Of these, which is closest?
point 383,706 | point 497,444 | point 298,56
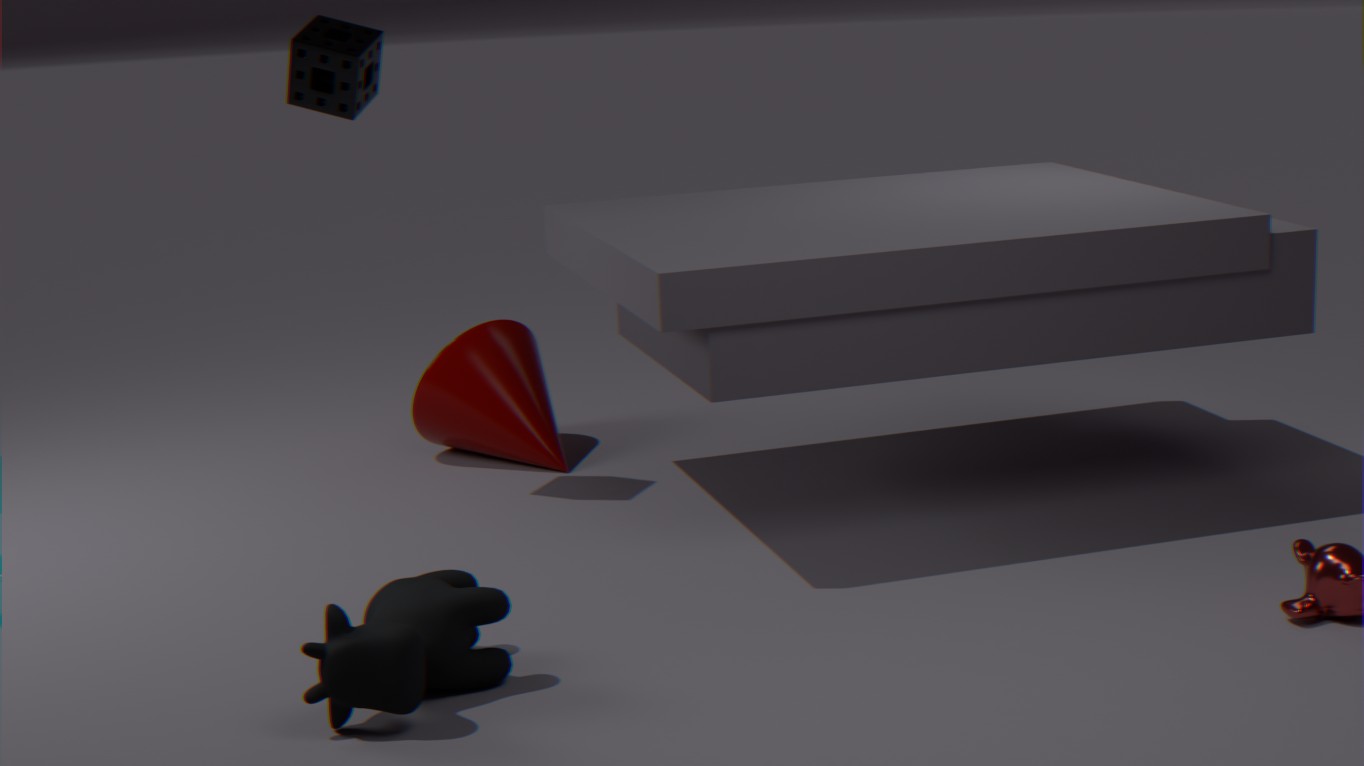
point 383,706
